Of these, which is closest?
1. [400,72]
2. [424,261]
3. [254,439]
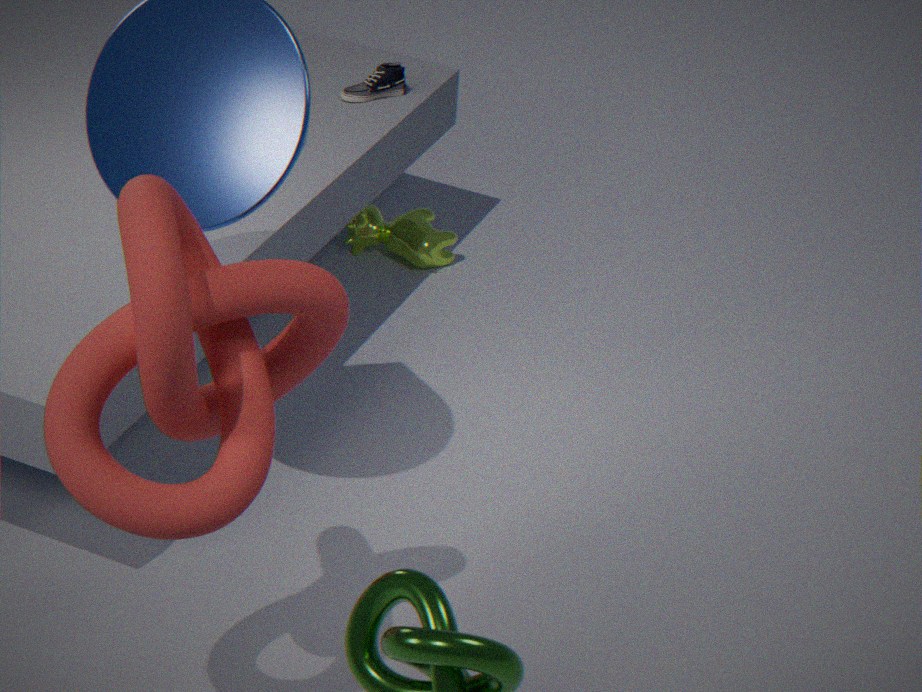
[254,439]
